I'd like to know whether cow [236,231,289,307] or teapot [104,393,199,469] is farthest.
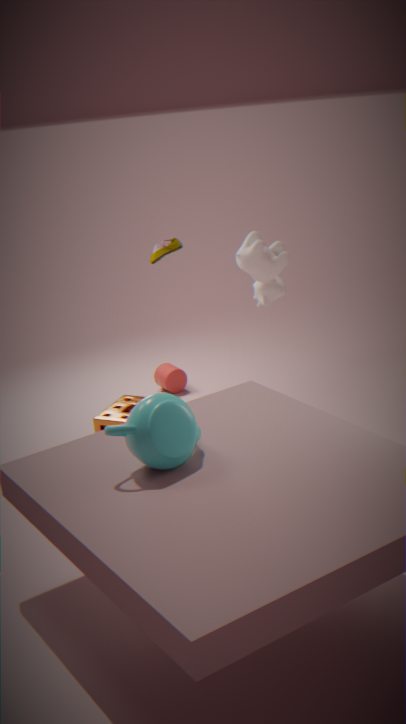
cow [236,231,289,307]
